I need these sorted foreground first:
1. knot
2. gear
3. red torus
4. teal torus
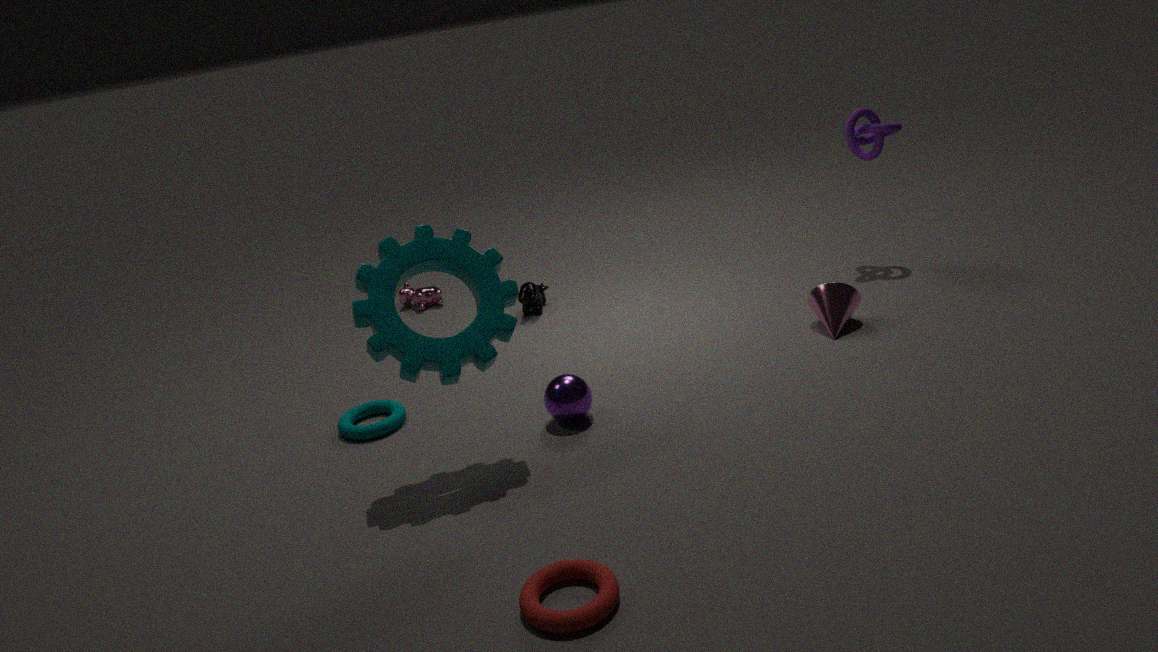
1. red torus
2. gear
3. teal torus
4. knot
